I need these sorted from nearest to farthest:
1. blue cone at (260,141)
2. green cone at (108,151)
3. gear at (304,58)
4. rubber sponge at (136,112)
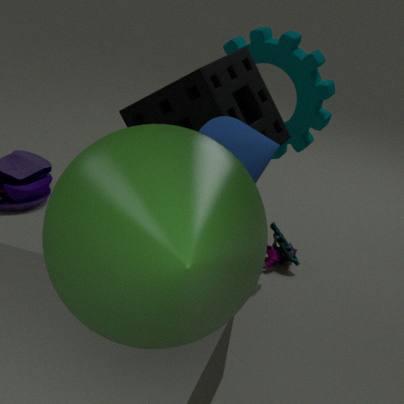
green cone at (108,151) → blue cone at (260,141) → rubber sponge at (136,112) → gear at (304,58)
